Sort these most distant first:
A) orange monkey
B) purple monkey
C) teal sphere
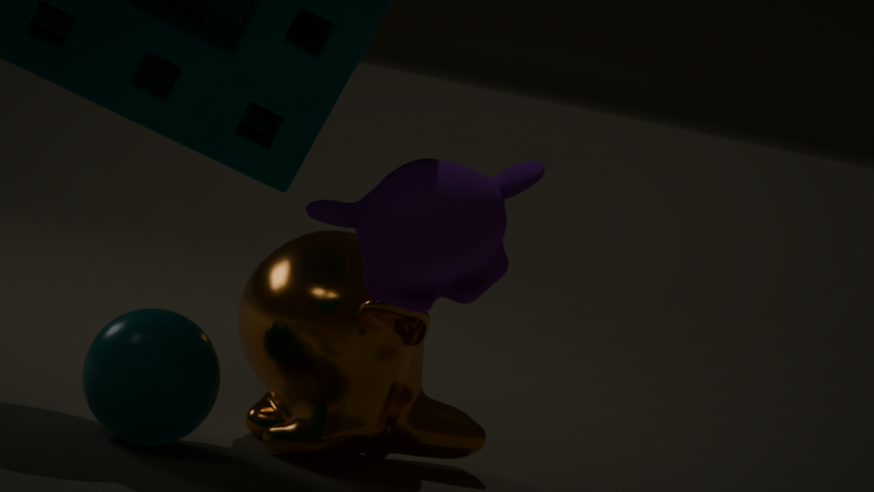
orange monkey
teal sphere
purple monkey
